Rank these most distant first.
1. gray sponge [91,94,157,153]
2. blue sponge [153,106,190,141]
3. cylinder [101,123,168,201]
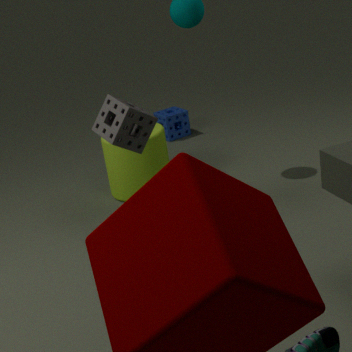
blue sponge [153,106,190,141] → cylinder [101,123,168,201] → gray sponge [91,94,157,153]
